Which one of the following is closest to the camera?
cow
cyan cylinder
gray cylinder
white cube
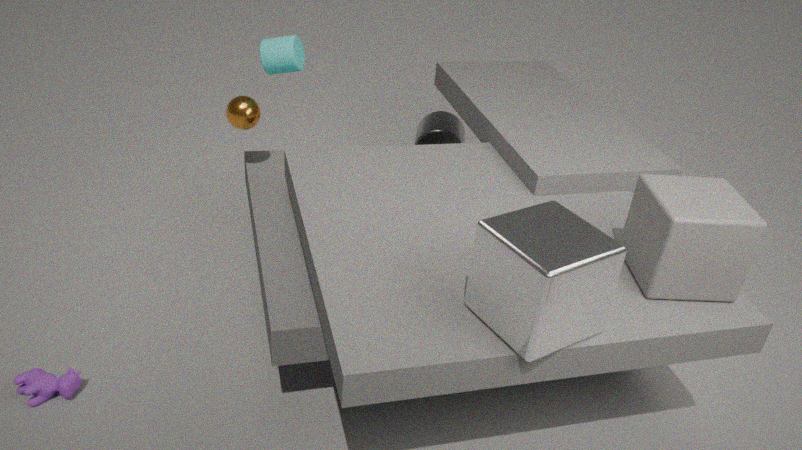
white cube
